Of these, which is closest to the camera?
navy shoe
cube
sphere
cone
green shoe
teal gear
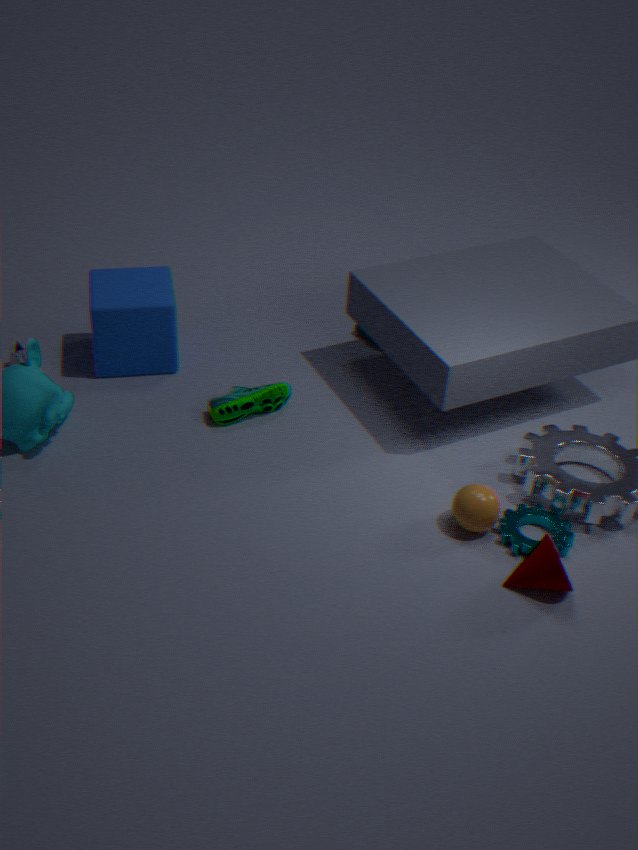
cone
